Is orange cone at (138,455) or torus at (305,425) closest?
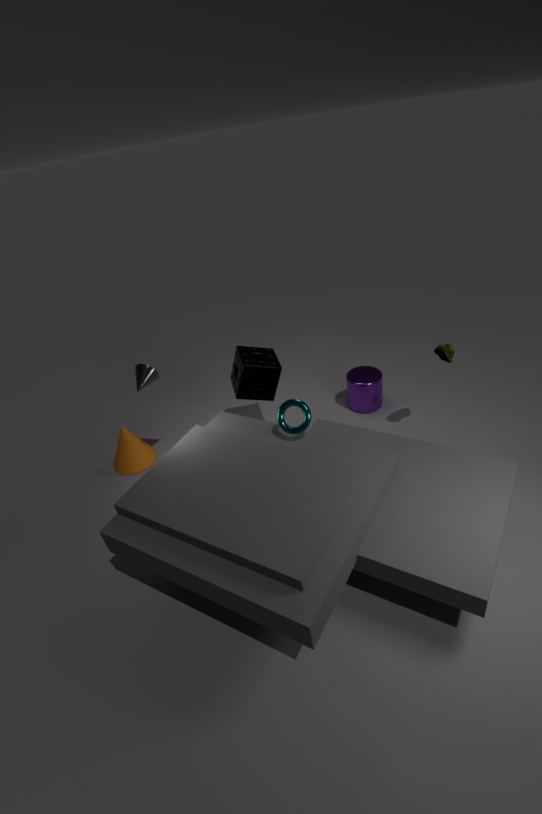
torus at (305,425)
